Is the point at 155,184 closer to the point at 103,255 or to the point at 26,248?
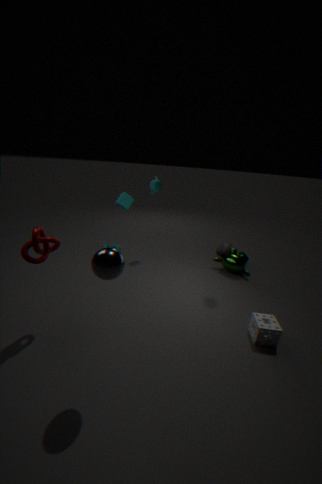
the point at 26,248
